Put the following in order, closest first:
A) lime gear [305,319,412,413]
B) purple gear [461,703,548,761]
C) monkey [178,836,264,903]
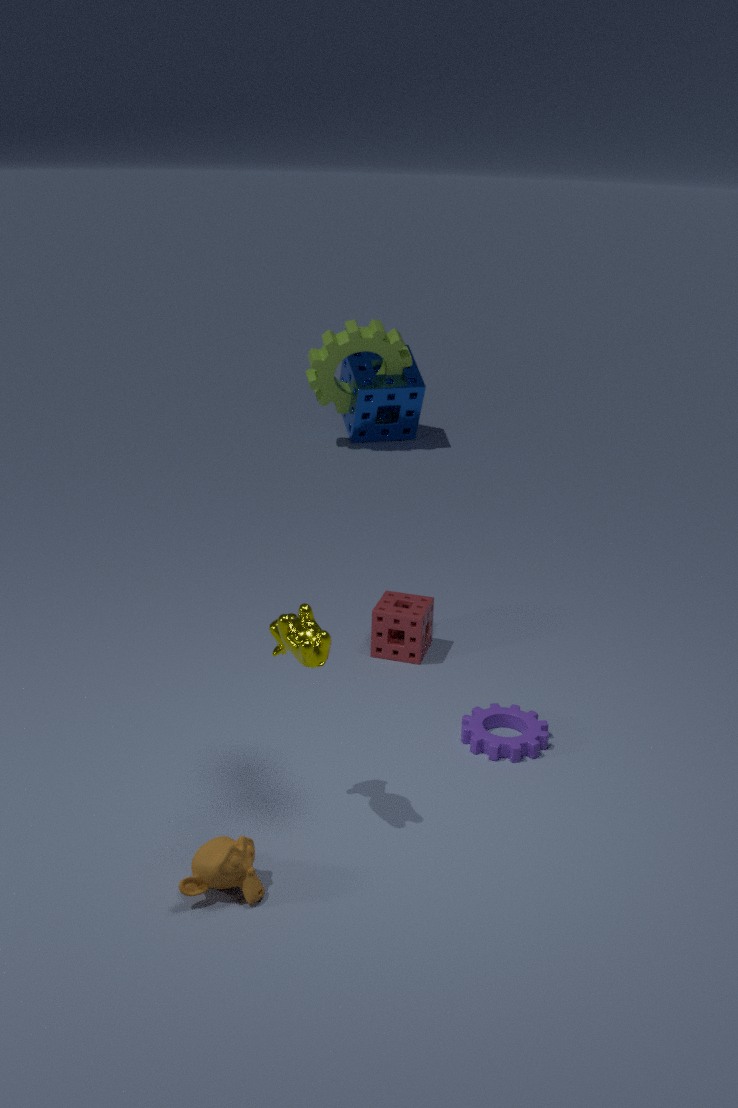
monkey [178,836,264,903] → purple gear [461,703,548,761] → lime gear [305,319,412,413]
